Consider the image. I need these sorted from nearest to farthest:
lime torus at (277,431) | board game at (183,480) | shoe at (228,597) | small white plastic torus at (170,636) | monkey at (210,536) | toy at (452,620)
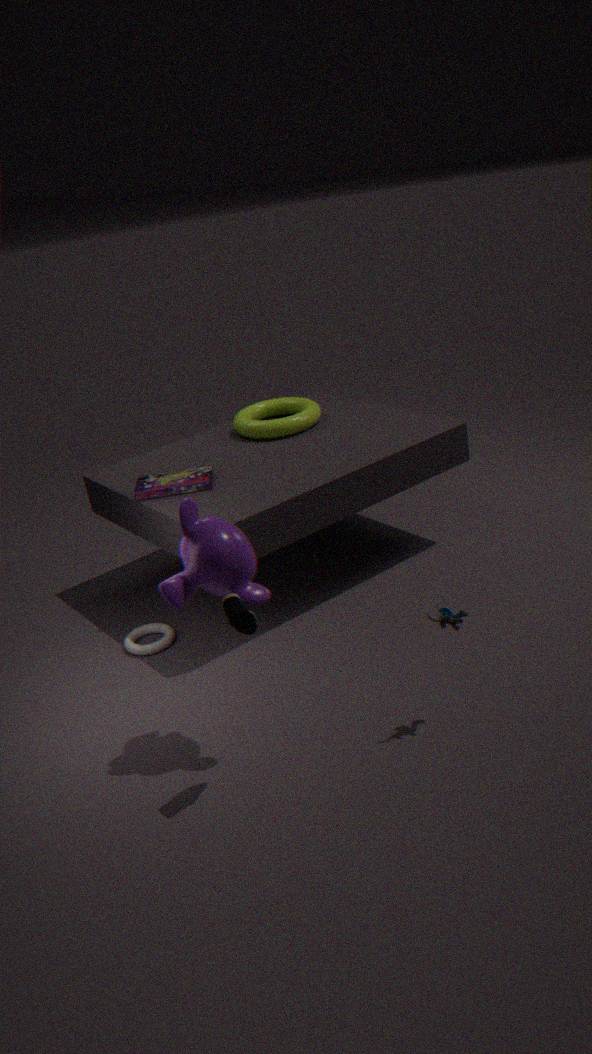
shoe at (228,597), monkey at (210,536), toy at (452,620), small white plastic torus at (170,636), board game at (183,480), lime torus at (277,431)
